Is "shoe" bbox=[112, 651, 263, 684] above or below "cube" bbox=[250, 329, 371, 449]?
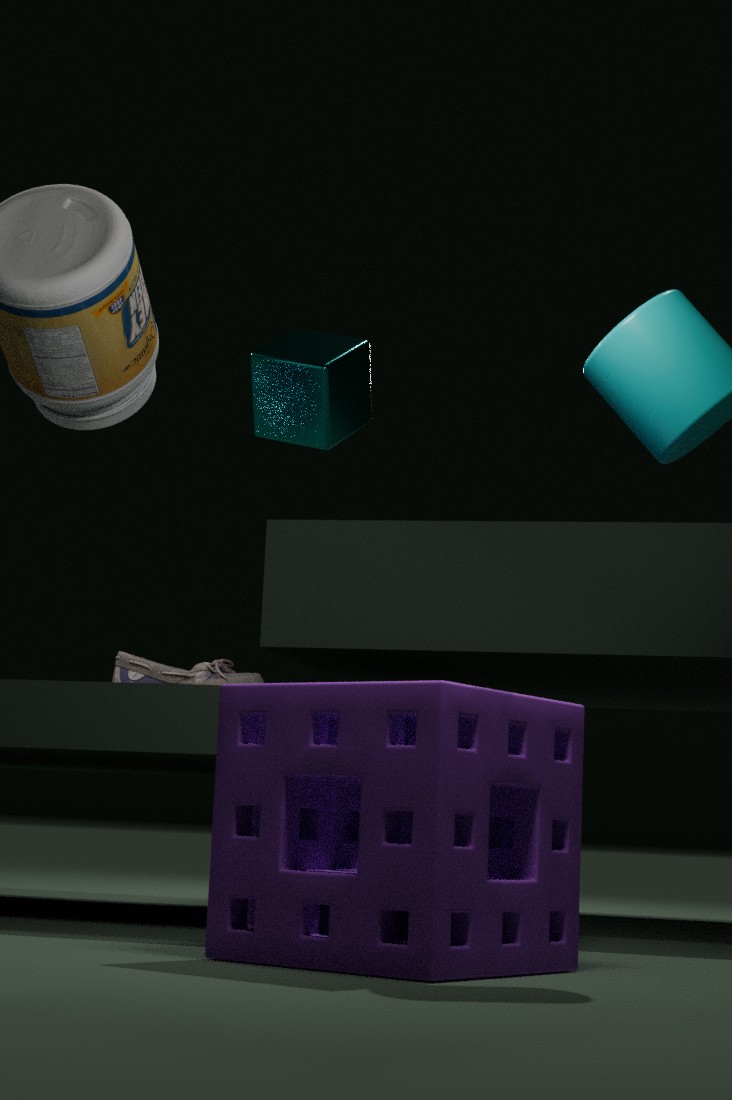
below
